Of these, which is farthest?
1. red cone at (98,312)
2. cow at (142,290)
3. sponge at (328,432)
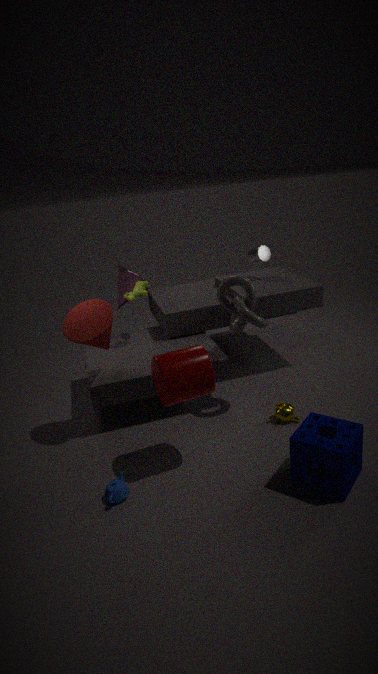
cow at (142,290)
